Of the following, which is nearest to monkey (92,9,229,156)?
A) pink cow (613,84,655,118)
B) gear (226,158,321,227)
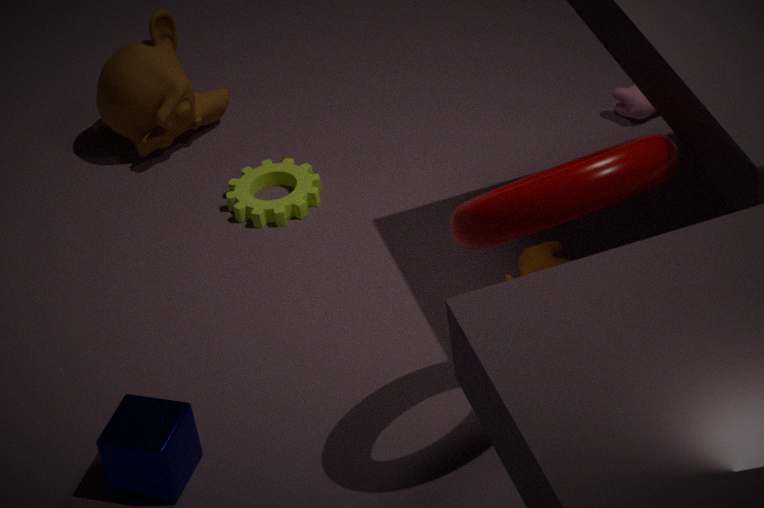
gear (226,158,321,227)
